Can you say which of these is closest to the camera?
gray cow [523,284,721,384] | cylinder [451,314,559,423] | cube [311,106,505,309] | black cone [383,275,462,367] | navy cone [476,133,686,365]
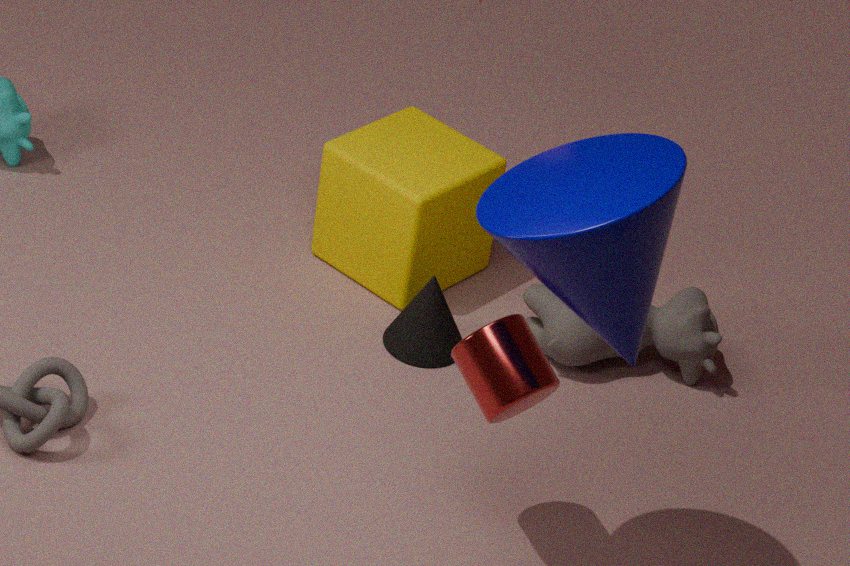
navy cone [476,133,686,365]
